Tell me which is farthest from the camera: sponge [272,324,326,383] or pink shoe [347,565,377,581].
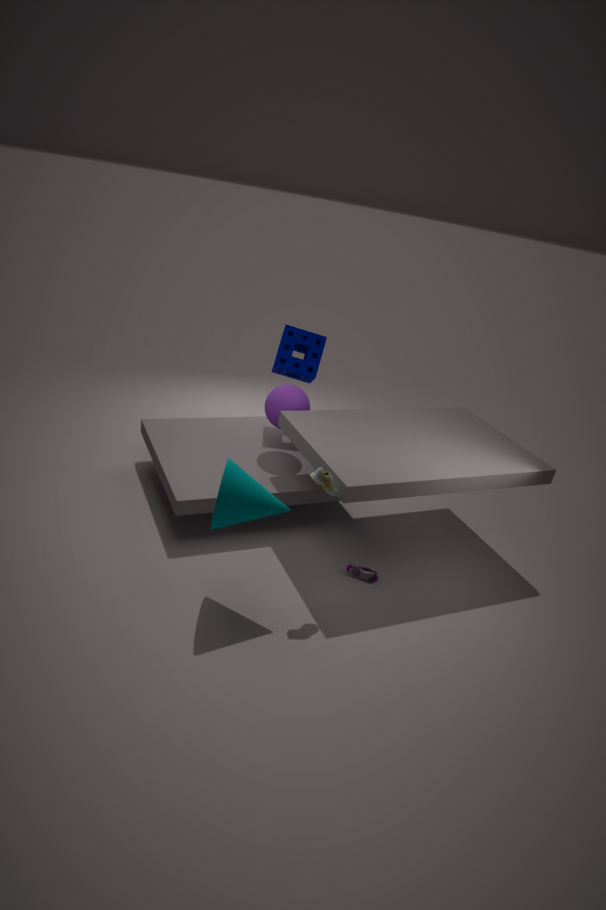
sponge [272,324,326,383]
